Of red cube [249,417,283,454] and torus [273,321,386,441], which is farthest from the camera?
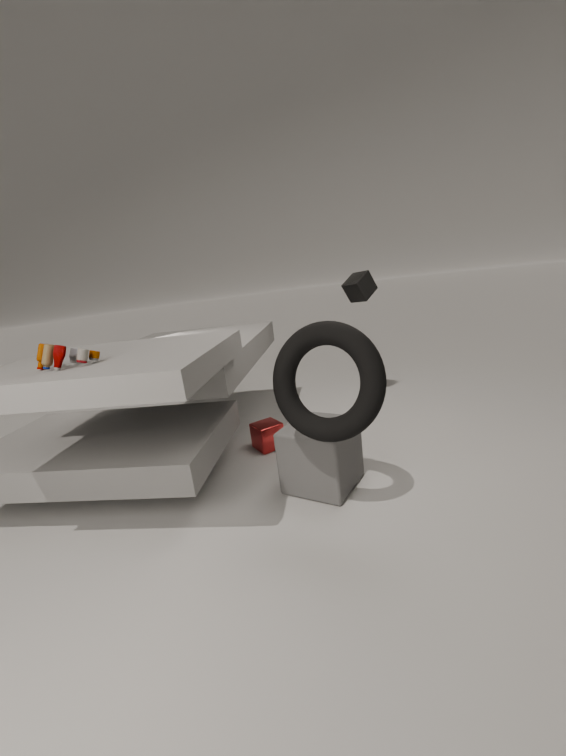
red cube [249,417,283,454]
